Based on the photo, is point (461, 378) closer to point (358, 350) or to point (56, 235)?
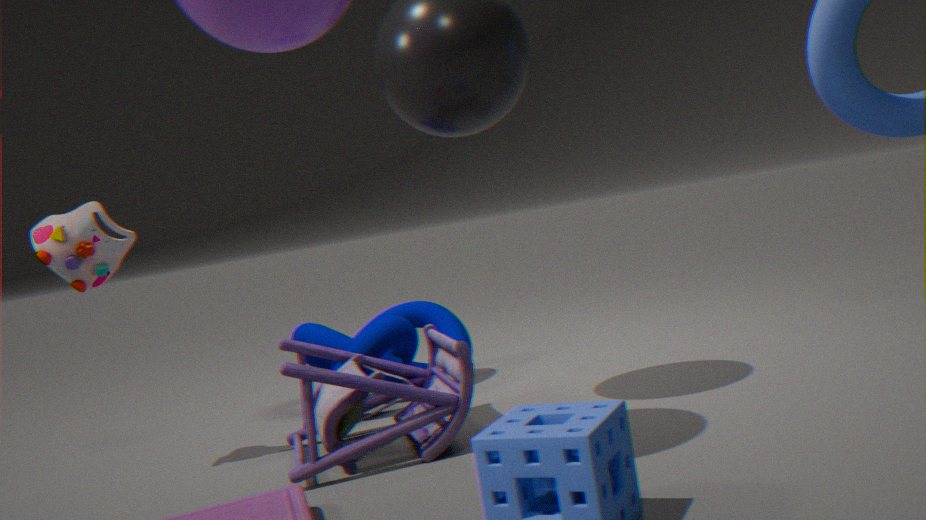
point (358, 350)
